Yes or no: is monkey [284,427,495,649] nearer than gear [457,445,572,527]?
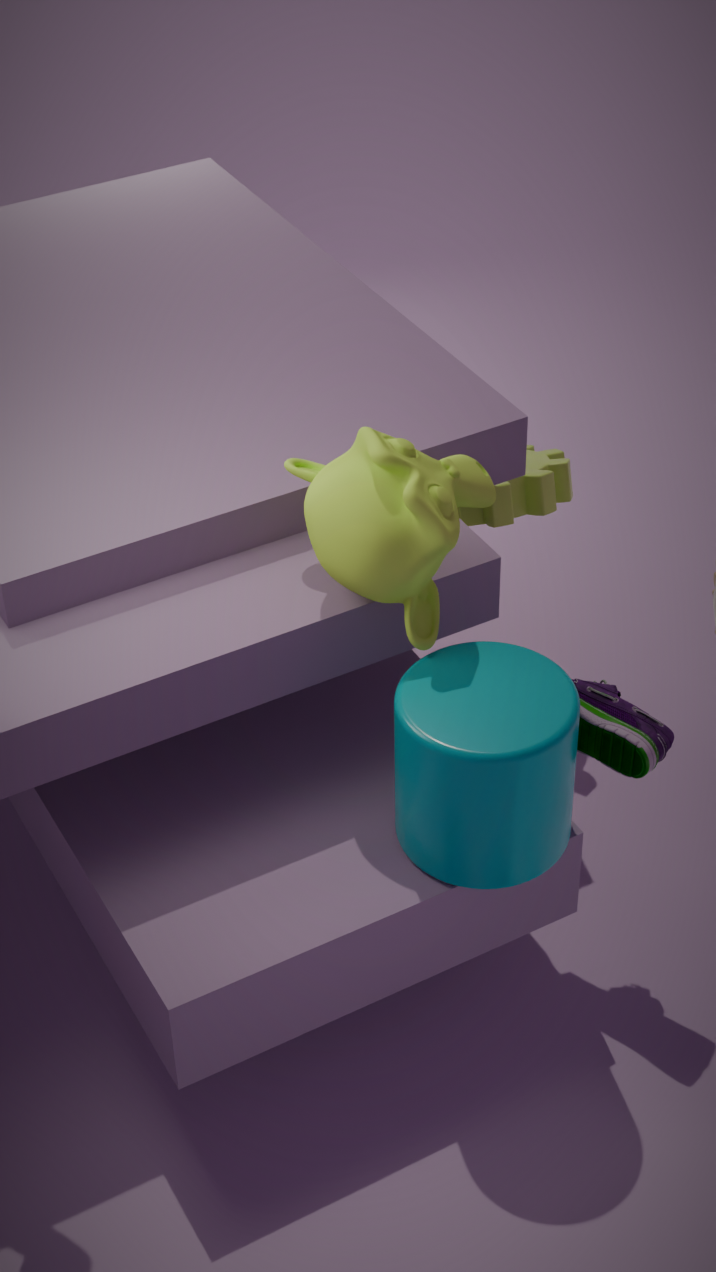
Yes
